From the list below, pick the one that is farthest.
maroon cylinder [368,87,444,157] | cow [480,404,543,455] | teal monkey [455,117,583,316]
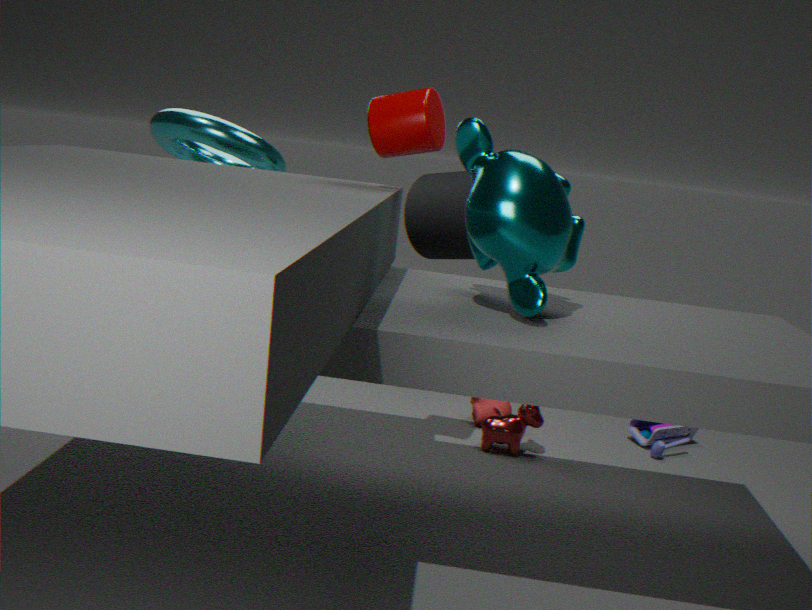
cow [480,404,543,455]
